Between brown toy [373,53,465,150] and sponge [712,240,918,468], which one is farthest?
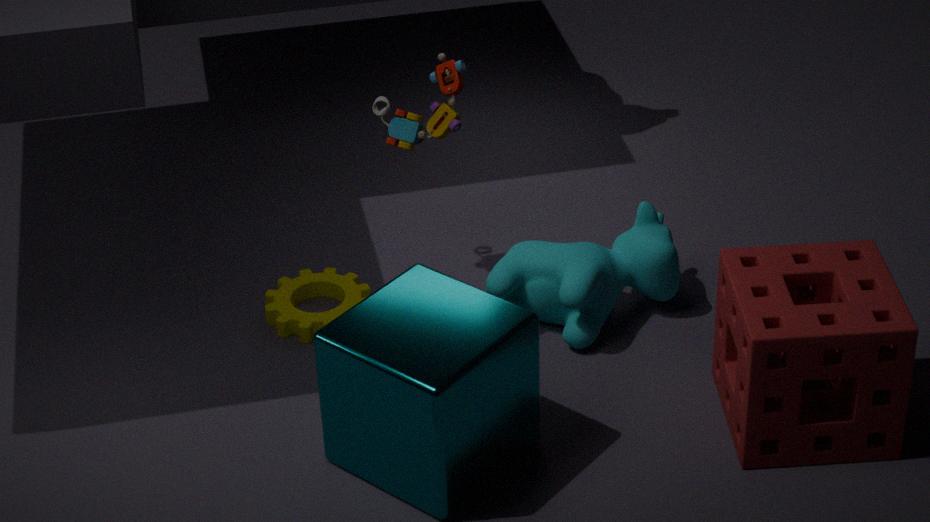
brown toy [373,53,465,150]
